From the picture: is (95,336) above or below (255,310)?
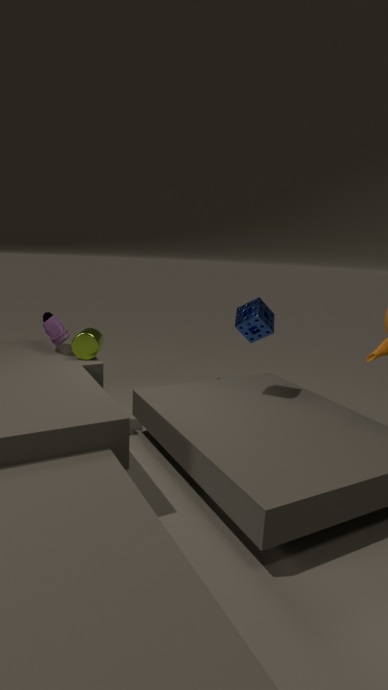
below
